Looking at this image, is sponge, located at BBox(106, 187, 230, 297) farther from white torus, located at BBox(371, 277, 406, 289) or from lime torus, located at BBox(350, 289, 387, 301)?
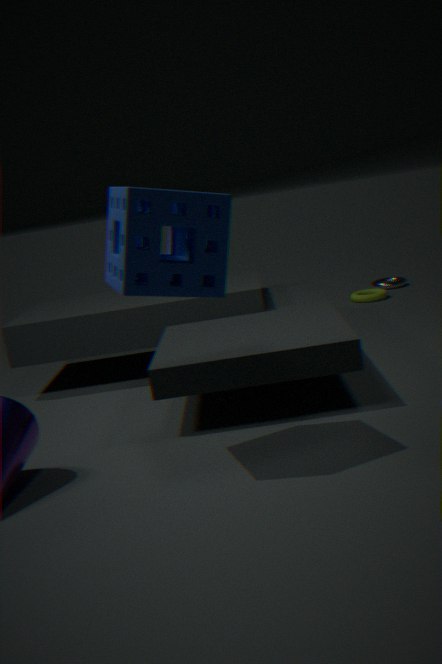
white torus, located at BBox(371, 277, 406, 289)
